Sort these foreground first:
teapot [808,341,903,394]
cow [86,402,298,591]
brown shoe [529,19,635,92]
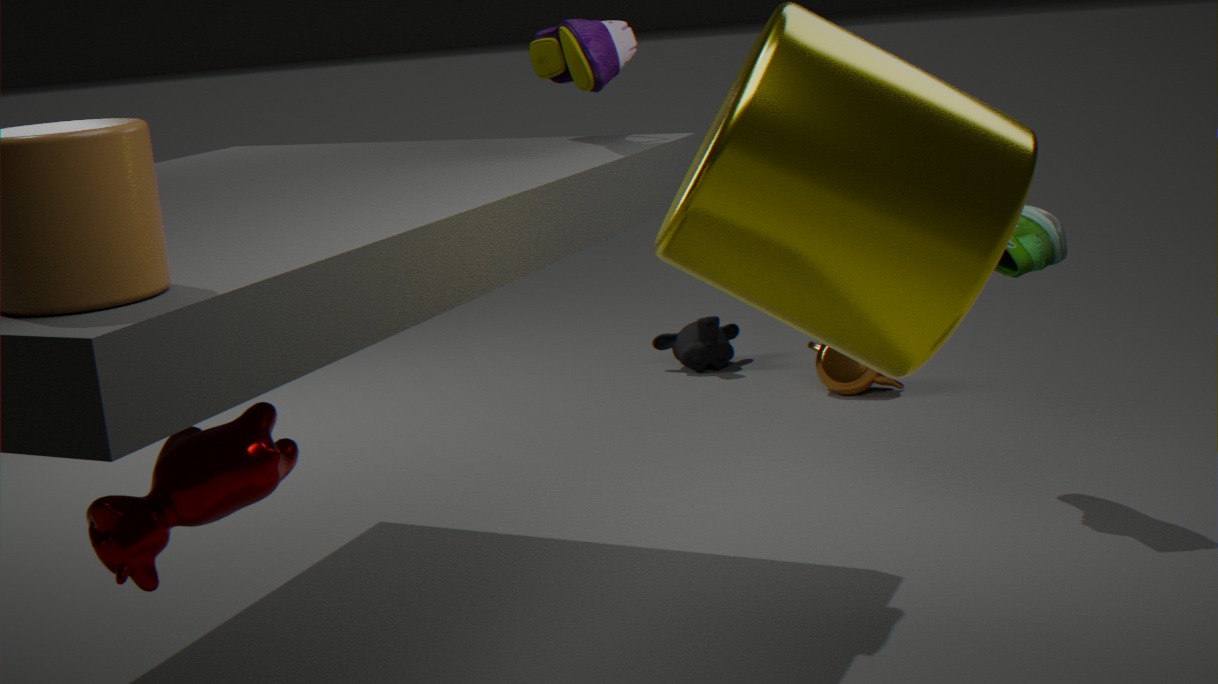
1. cow [86,402,298,591]
2. brown shoe [529,19,635,92]
3. teapot [808,341,903,394]
